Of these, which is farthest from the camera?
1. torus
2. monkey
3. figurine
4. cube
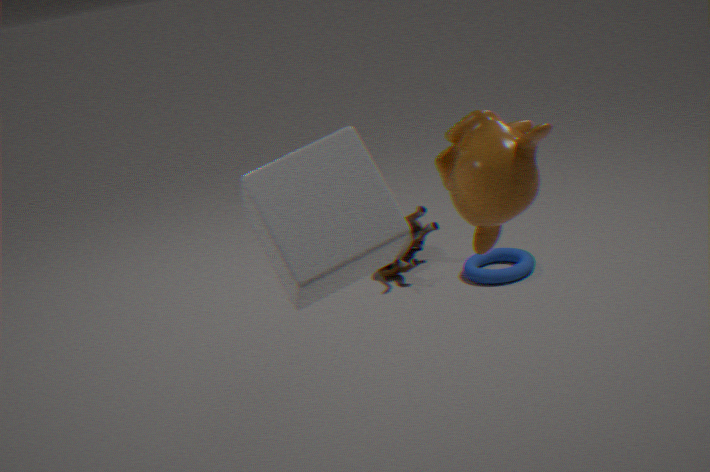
figurine
